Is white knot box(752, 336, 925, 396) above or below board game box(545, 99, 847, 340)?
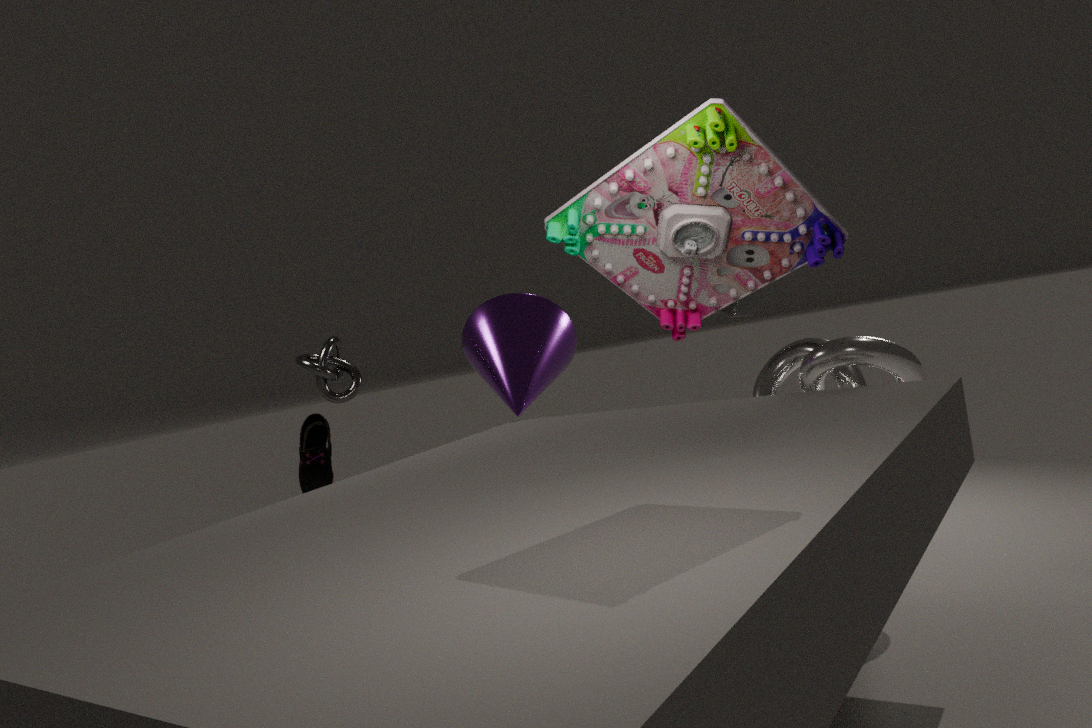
below
